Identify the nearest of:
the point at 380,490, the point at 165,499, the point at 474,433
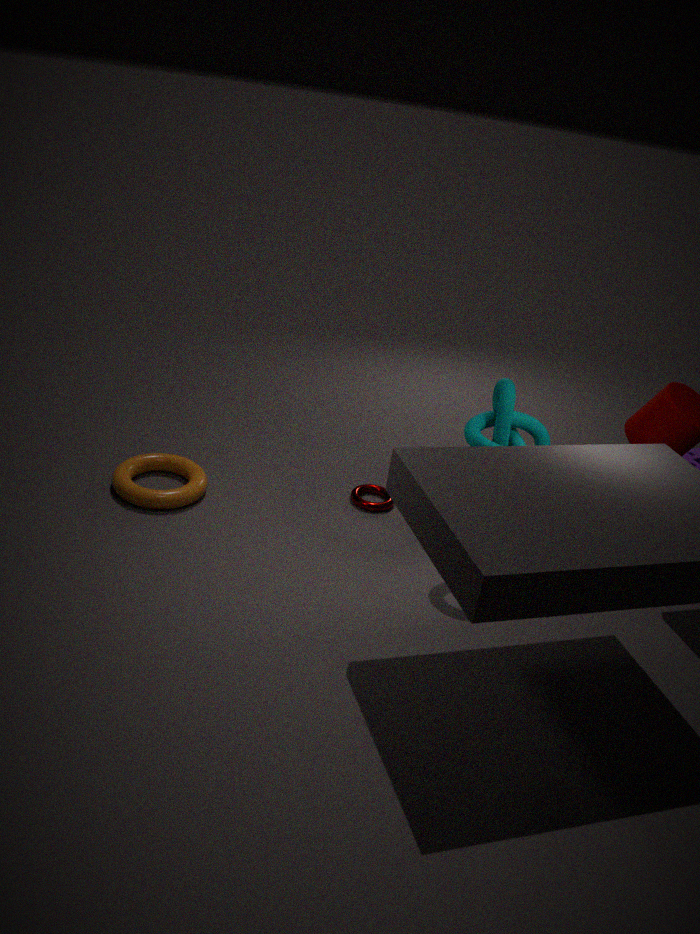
the point at 474,433
